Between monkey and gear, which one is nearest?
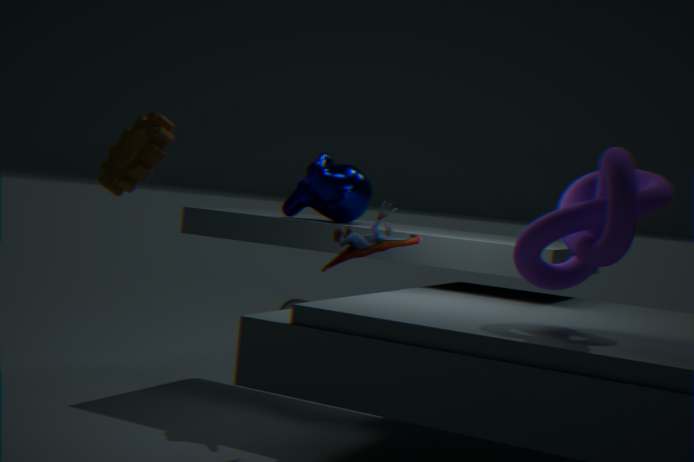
gear
